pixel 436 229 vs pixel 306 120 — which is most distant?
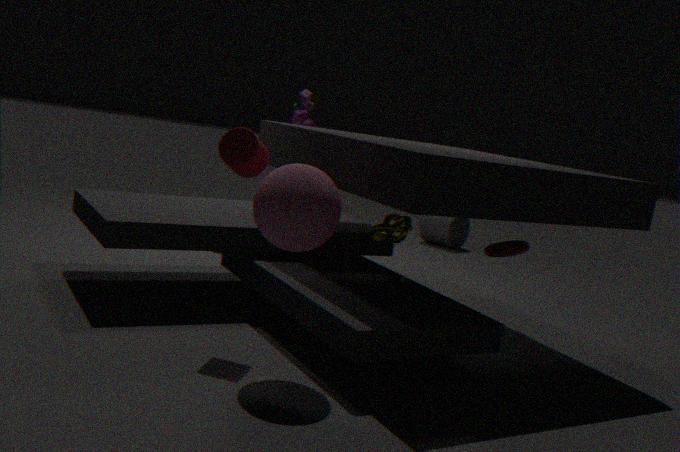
pixel 436 229
